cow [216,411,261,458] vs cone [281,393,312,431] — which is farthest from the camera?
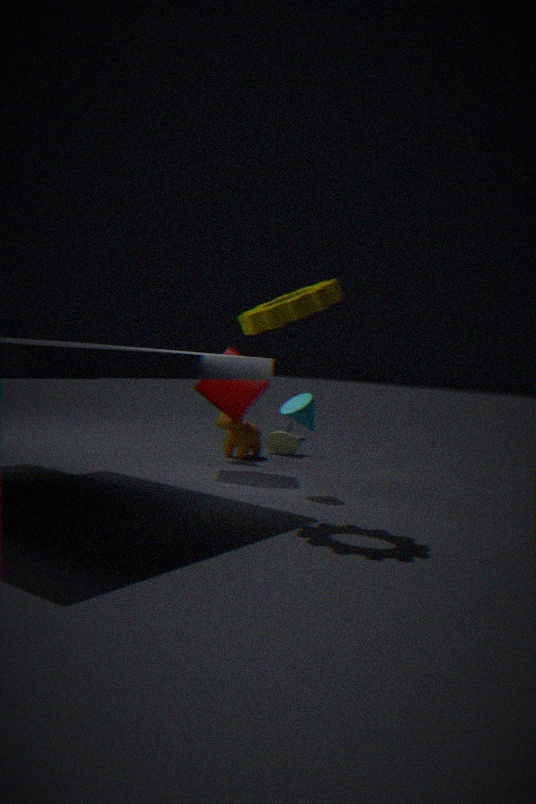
cow [216,411,261,458]
